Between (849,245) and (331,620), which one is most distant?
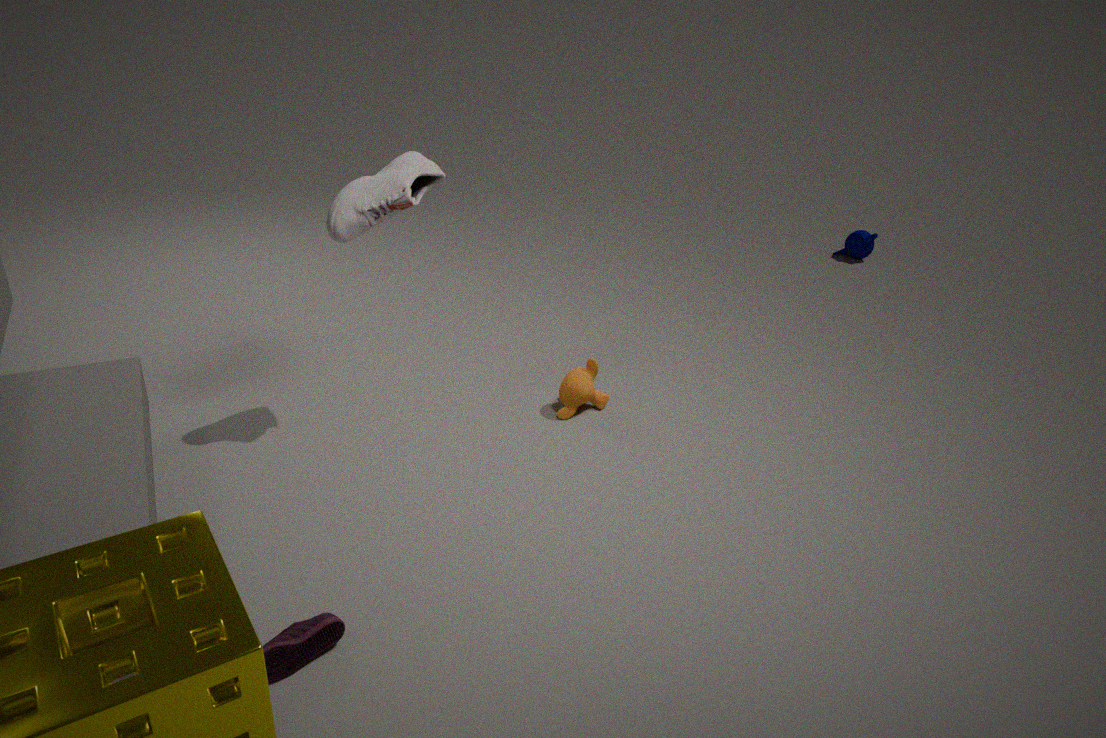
(849,245)
